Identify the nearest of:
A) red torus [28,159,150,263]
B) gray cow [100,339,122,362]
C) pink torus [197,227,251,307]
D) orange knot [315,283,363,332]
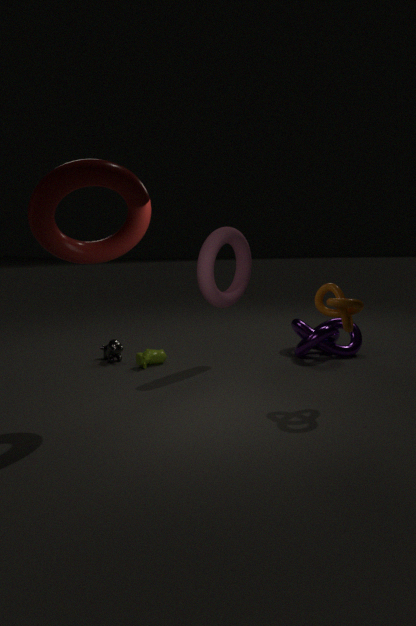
red torus [28,159,150,263]
